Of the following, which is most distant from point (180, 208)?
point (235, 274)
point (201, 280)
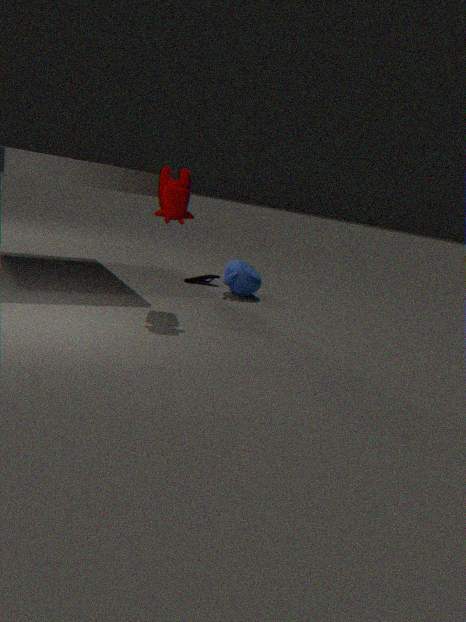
point (201, 280)
